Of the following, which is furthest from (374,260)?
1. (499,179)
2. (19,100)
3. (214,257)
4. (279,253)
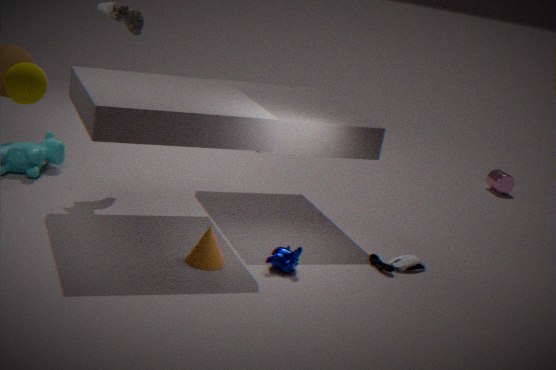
(19,100)
